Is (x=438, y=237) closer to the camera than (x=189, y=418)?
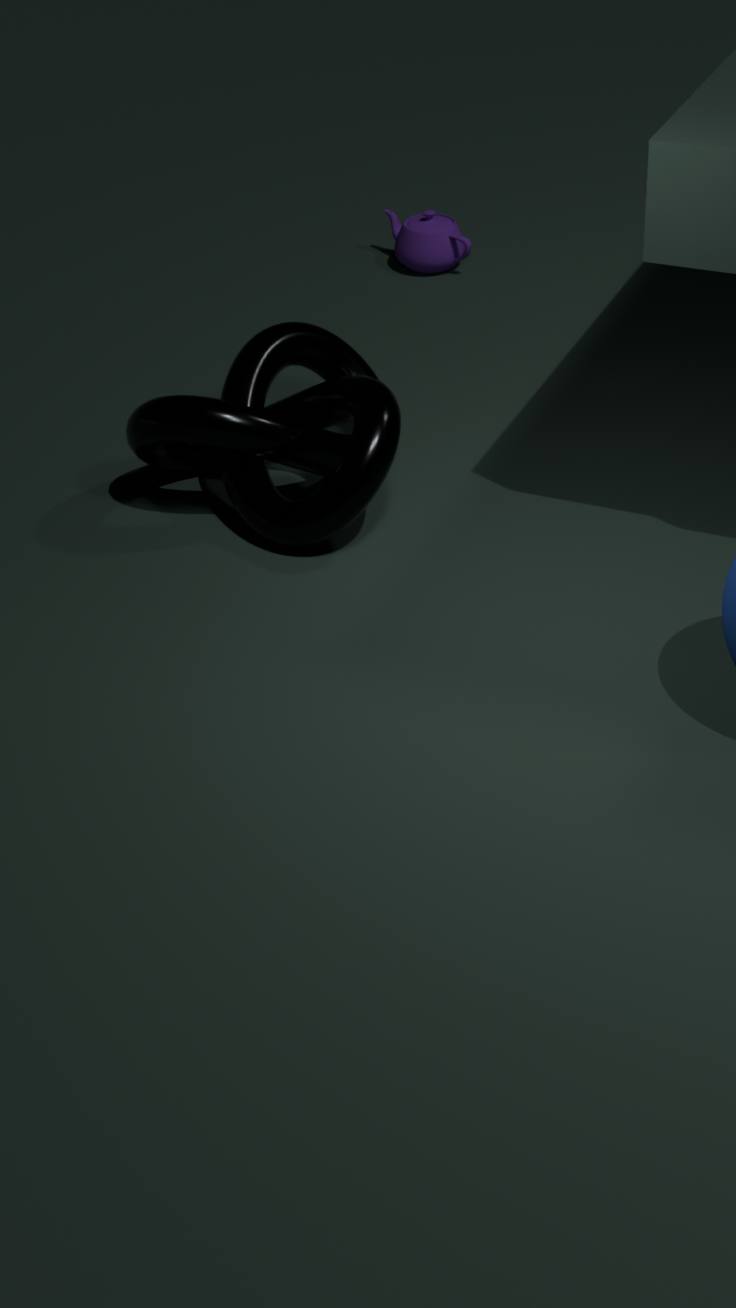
No
